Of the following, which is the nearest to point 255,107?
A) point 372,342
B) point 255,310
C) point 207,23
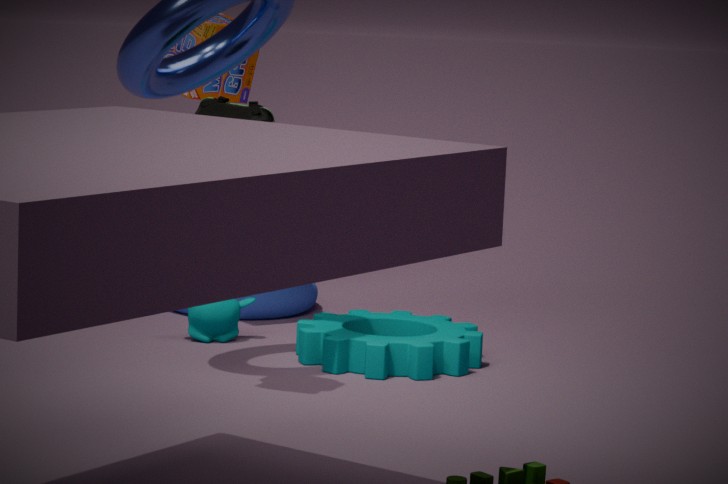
point 207,23
